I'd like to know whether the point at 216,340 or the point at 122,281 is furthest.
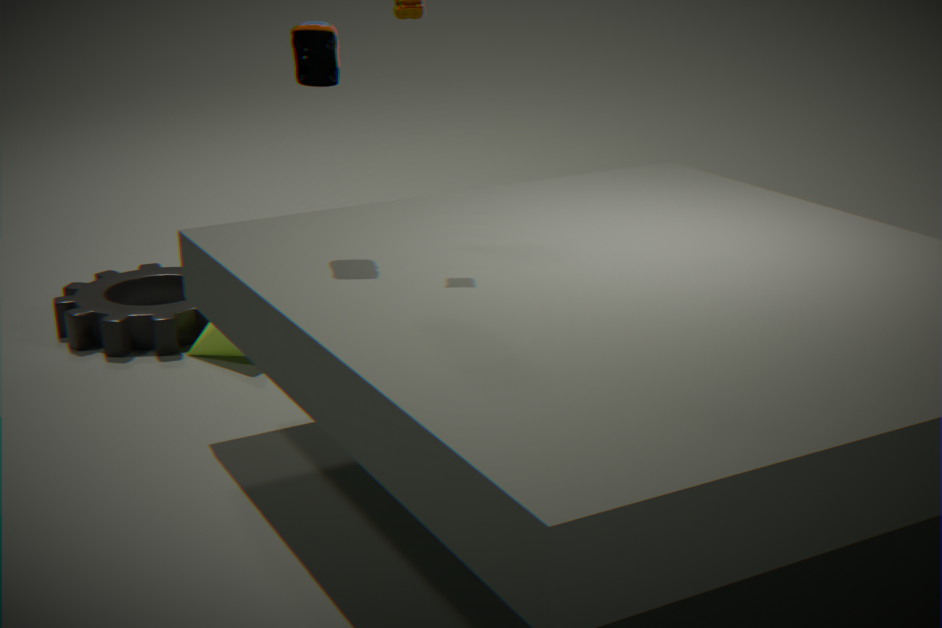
the point at 122,281
